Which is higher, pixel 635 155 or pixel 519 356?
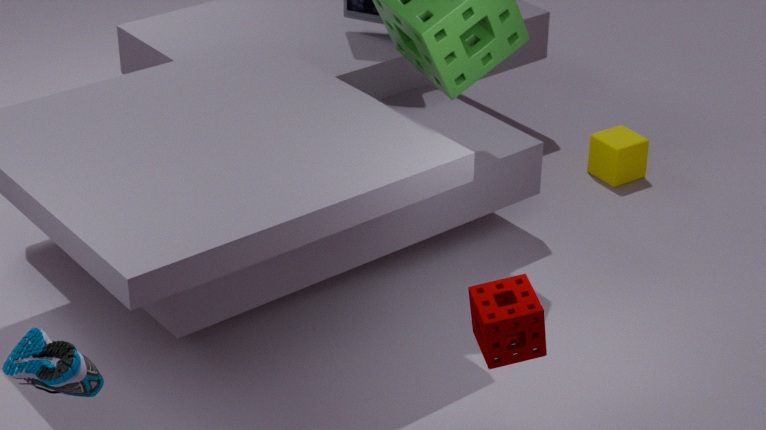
pixel 519 356
